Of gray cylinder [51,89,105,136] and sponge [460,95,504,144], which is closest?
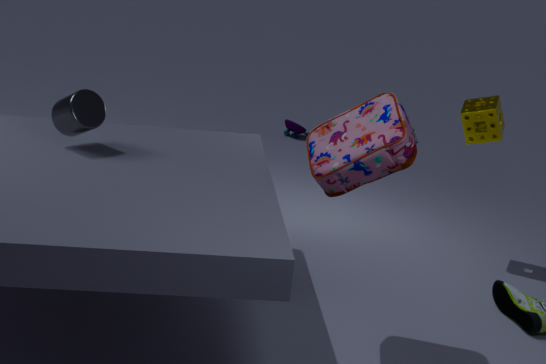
gray cylinder [51,89,105,136]
